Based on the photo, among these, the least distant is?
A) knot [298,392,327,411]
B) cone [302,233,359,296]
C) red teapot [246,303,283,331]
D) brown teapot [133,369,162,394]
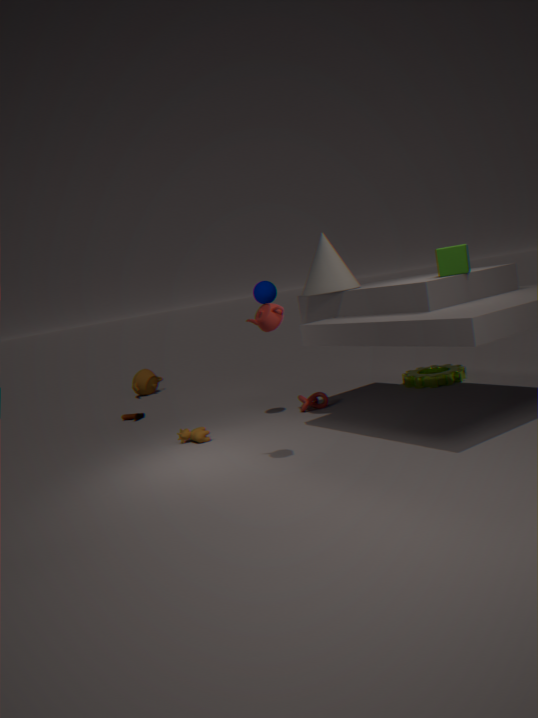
red teapot [246,303,283,331]
